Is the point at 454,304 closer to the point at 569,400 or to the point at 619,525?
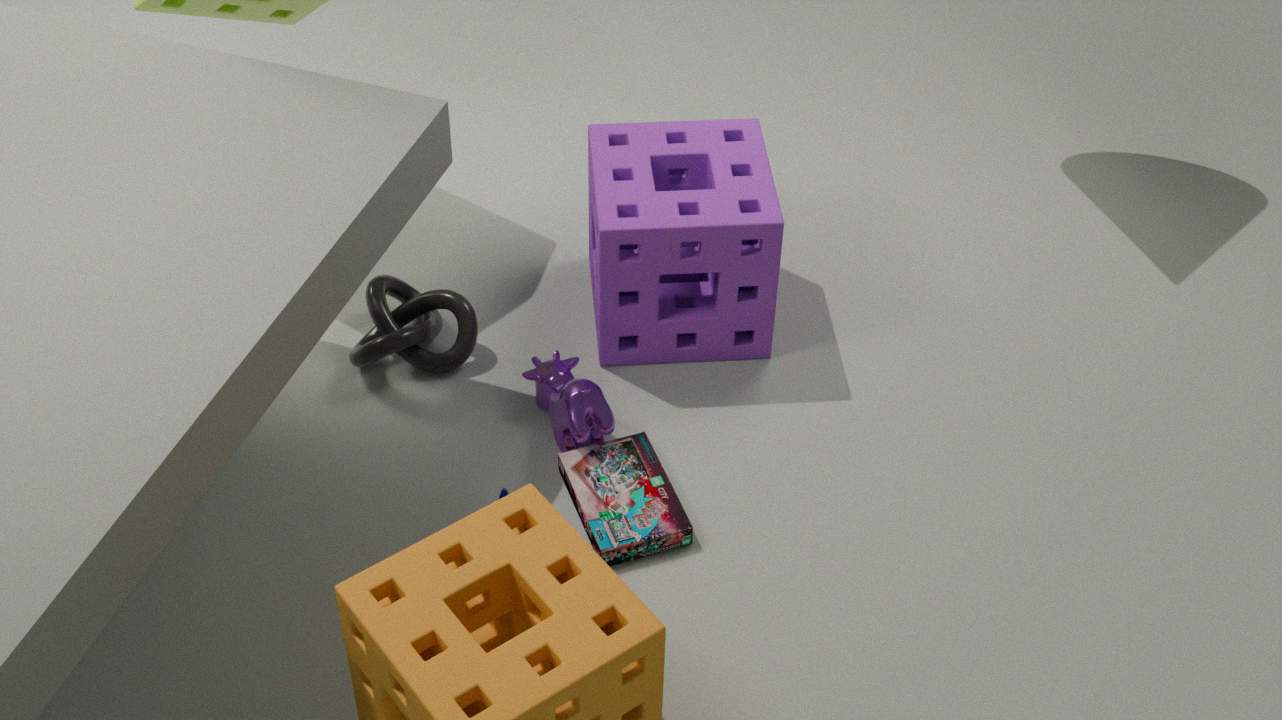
the point at 569,400
